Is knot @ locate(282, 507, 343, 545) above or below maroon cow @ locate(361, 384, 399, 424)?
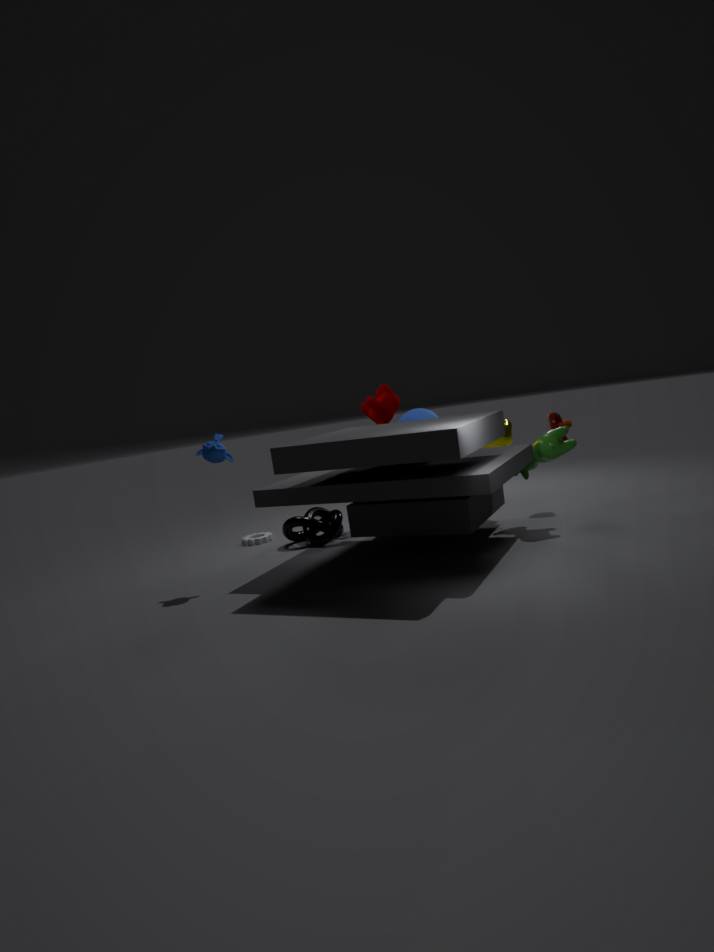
below
